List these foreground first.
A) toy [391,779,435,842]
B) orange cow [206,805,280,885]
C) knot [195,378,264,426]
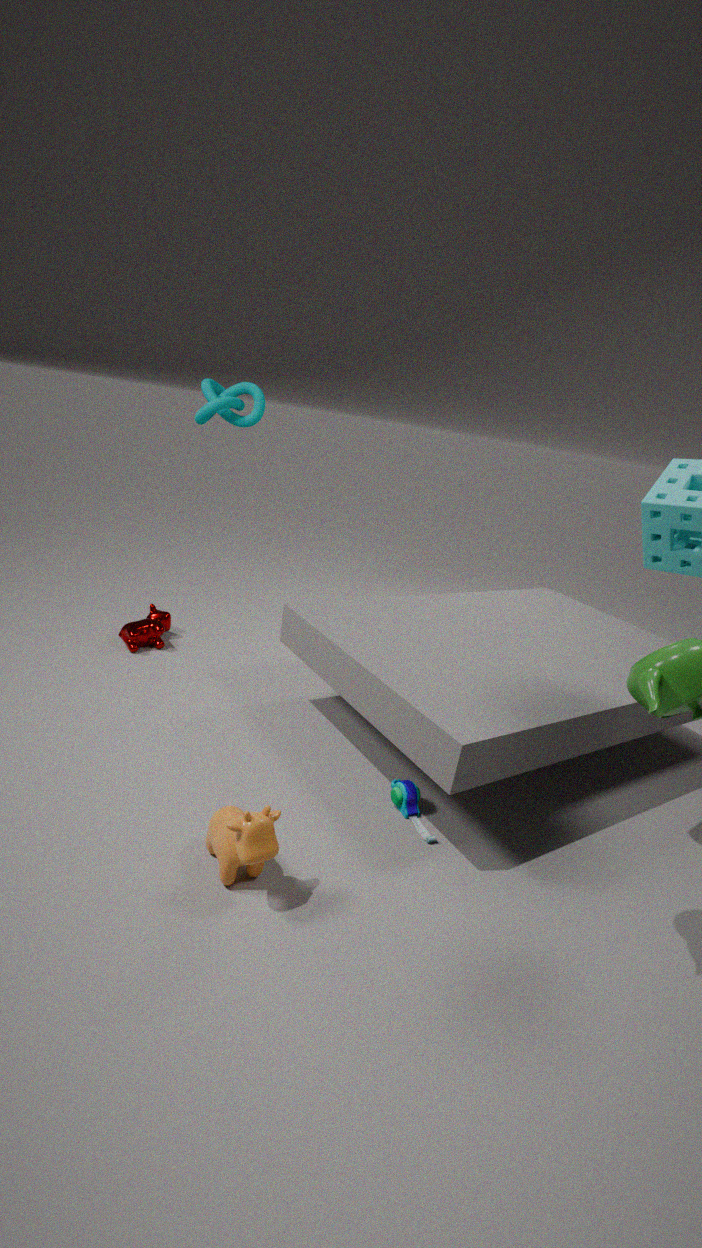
1. orange cow [206,805,280,885]
2. toy [391,779,435,842]
3. knot [195,378,264,426]
